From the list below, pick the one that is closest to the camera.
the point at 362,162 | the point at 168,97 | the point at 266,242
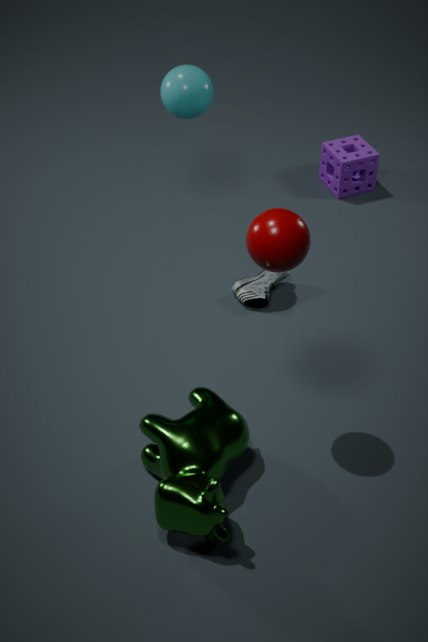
the point at 266,242
